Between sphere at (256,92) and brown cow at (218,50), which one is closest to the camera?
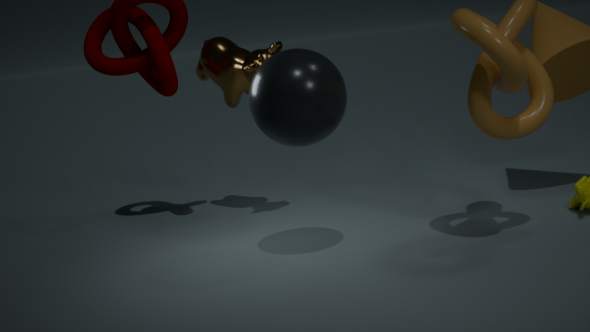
sphere at (256,92)
